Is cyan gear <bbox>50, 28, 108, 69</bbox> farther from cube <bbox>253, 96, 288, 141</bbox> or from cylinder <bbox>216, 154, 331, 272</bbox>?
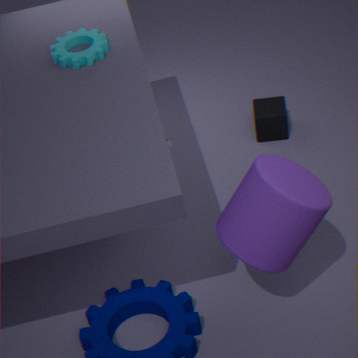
cube <bbox>253, 96, 288, 141</bbox>
